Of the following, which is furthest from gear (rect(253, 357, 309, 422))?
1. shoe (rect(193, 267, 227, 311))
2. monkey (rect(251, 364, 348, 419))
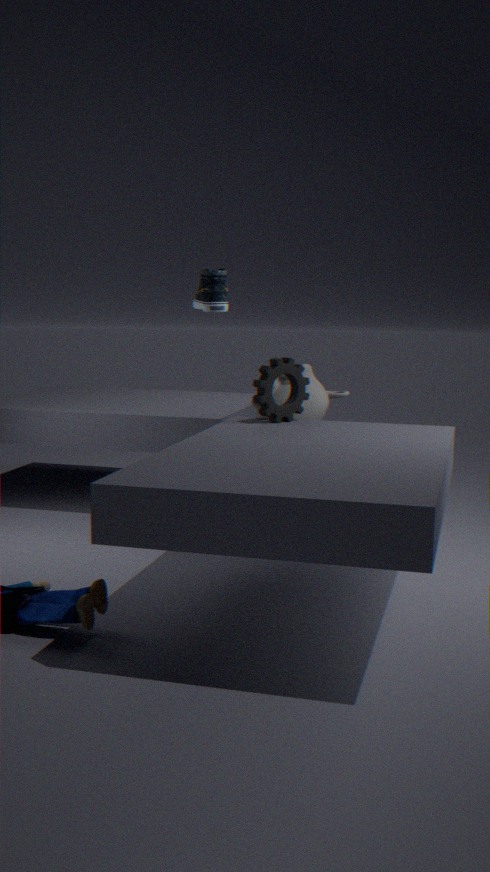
shoe (rect(193, 267, 227, 311))
